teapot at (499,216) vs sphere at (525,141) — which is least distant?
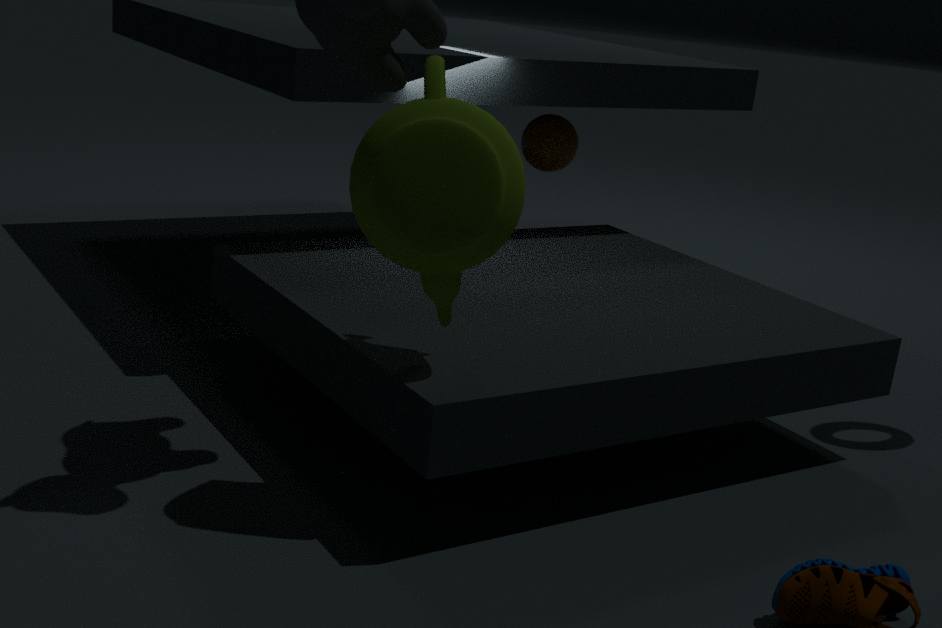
teapot at (499,216)
